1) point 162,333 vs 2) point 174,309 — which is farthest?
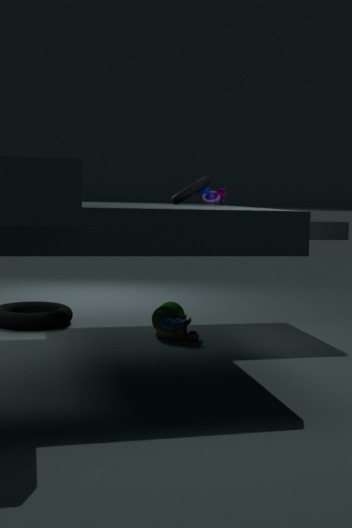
2. point 174,309
